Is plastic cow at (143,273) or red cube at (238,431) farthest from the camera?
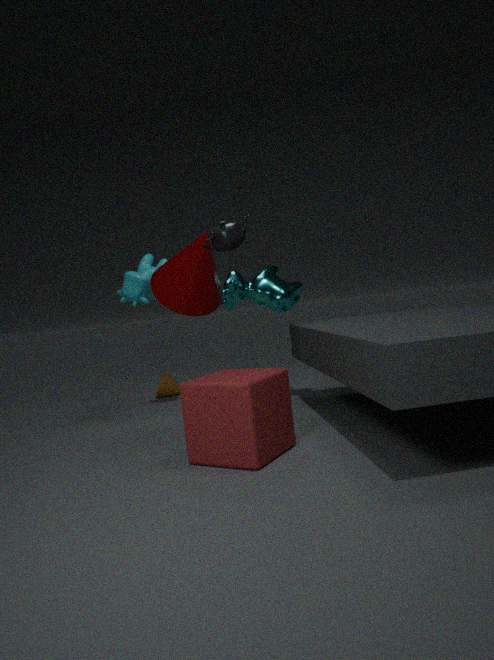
plastic cow at (143,273)
